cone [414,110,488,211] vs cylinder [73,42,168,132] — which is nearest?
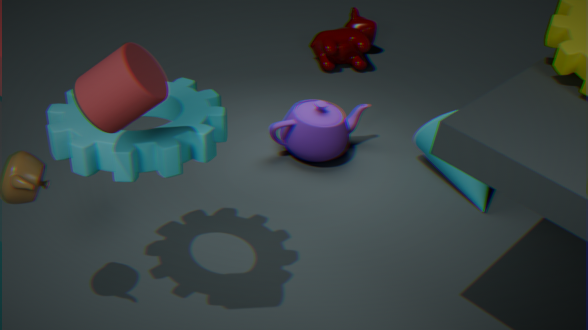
cylinder [73,42,168,132]
